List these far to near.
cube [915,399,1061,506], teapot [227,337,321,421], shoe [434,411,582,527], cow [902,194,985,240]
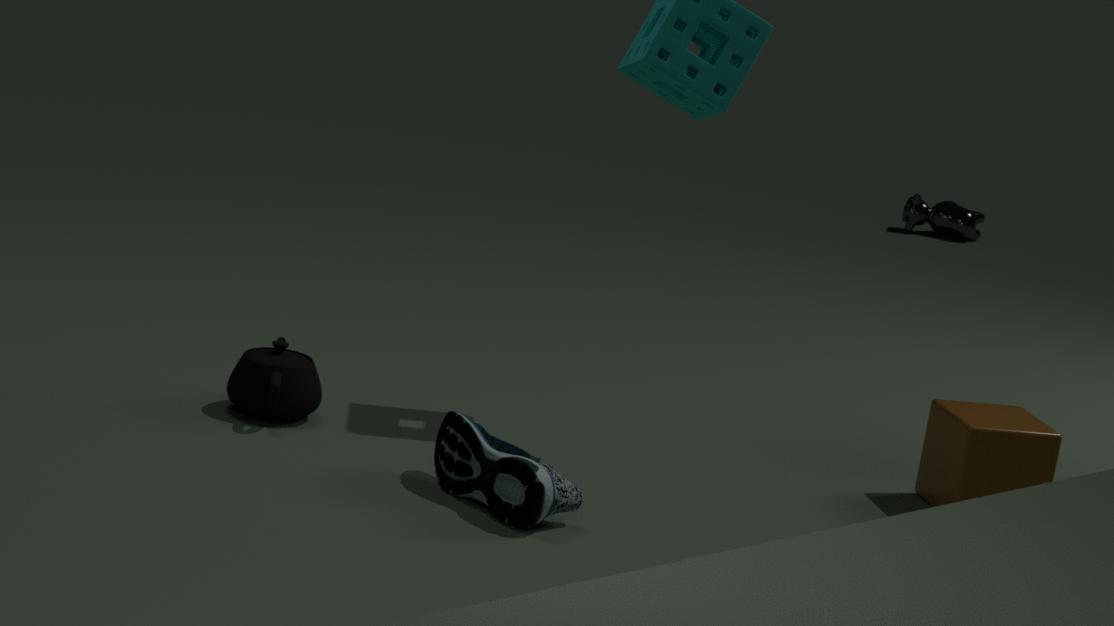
cow [902,194,985,240] → cube [915,399,1061,506] → teapot [227,337,321,421] → shoe [434,411,582,527]
